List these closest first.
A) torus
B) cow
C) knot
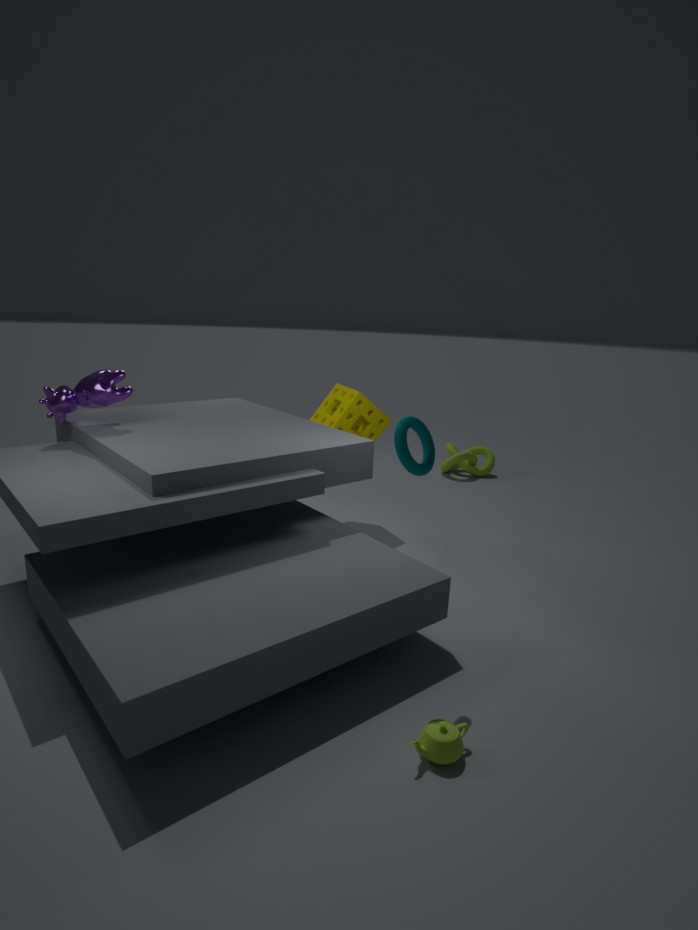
torus < cow < knot
